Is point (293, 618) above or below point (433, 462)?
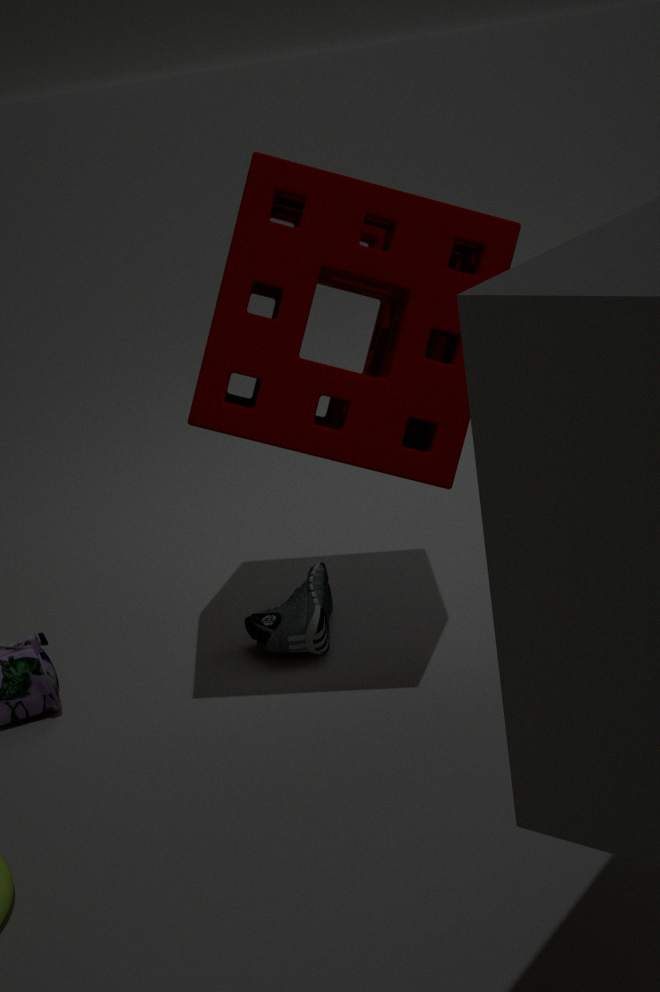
below
